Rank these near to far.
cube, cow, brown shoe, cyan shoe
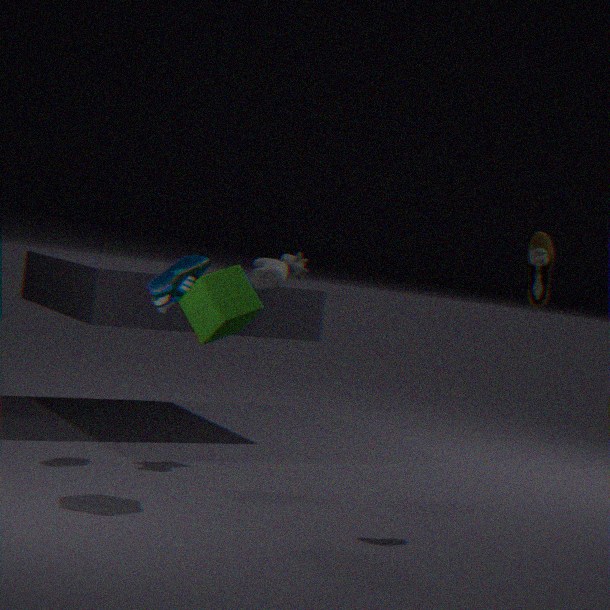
cube → brown shoe → cyan shoe → cow
